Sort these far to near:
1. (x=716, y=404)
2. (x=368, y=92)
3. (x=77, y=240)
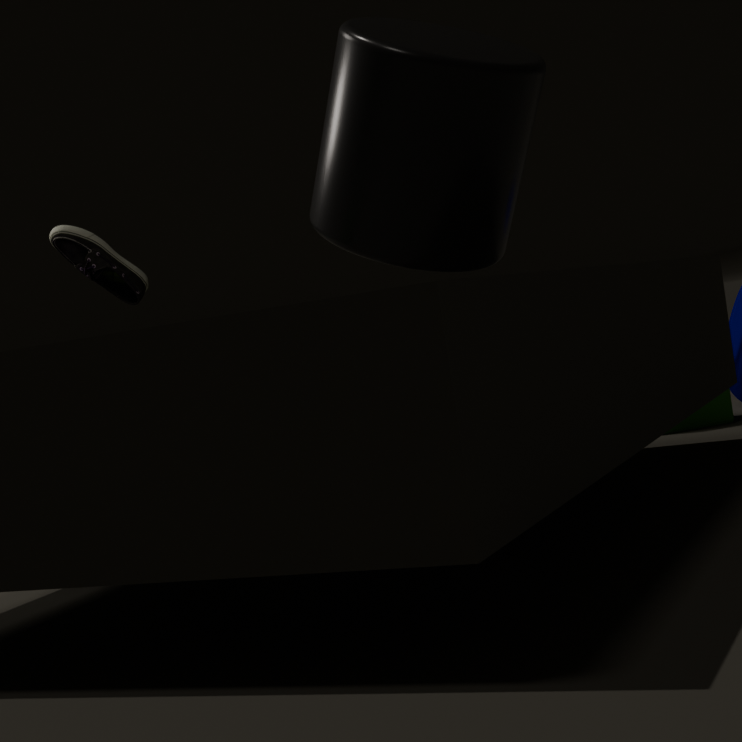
(x=77, y=240) < (x=716, y=404) < (x=368, y=92)
